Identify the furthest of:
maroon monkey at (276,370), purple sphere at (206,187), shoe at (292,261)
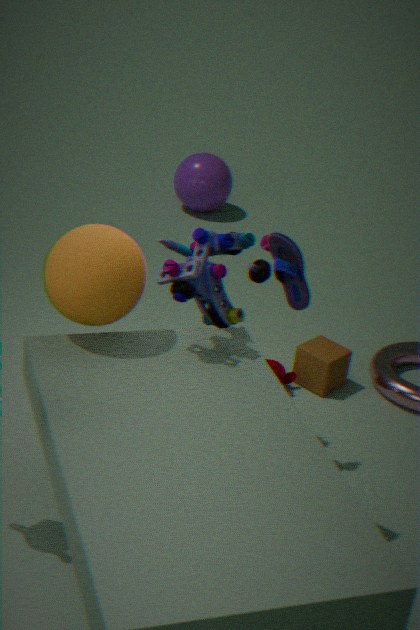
purple sphere at (206,187)
